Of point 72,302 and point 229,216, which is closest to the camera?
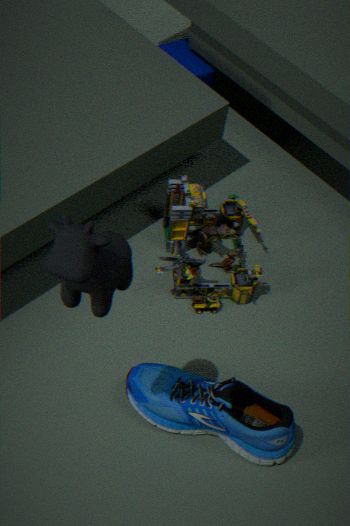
point 72,302
